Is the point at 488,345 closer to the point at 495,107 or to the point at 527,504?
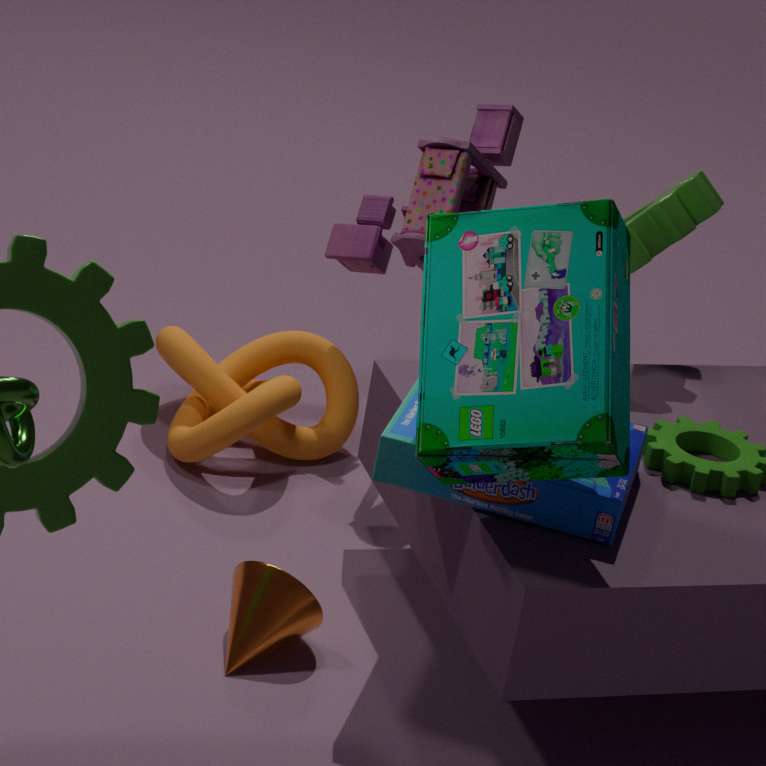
the point at 527,504
